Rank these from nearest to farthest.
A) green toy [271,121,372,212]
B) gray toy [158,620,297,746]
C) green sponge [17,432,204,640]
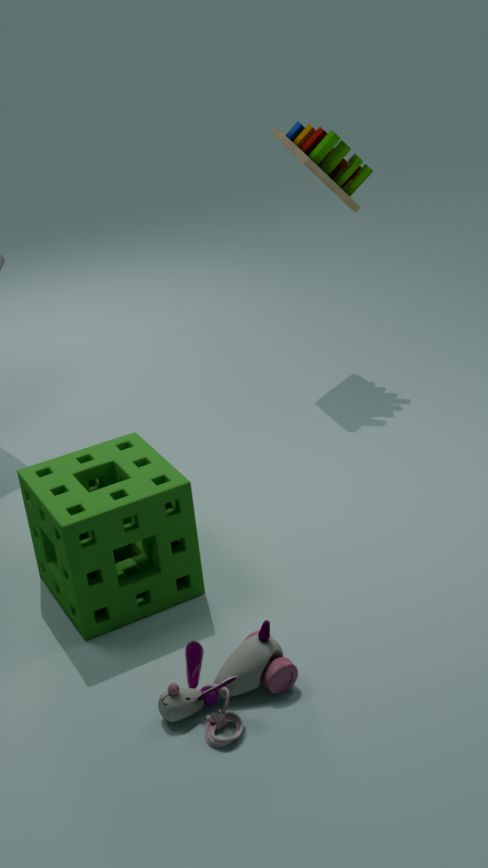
gray toy [158,620,297,746] < green sponge [17,432,204,640] < green toy [271,121,372,212]
